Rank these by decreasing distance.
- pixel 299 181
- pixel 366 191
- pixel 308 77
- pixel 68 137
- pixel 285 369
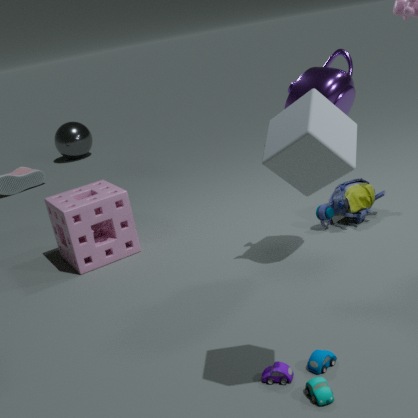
pixel 68 137, pixel 366 191, pixel 308 77, pixel 285 369, pixel 299 181
